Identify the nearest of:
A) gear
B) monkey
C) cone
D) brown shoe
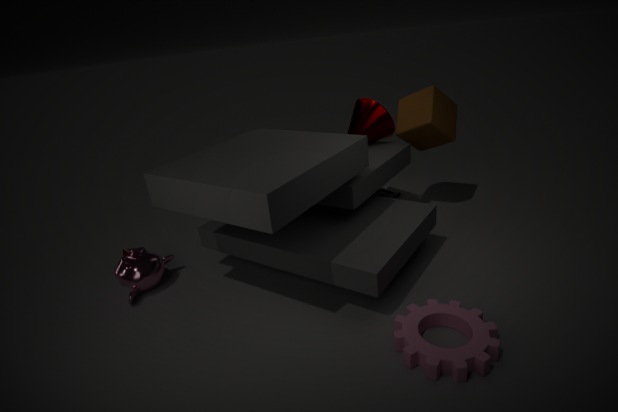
gear
